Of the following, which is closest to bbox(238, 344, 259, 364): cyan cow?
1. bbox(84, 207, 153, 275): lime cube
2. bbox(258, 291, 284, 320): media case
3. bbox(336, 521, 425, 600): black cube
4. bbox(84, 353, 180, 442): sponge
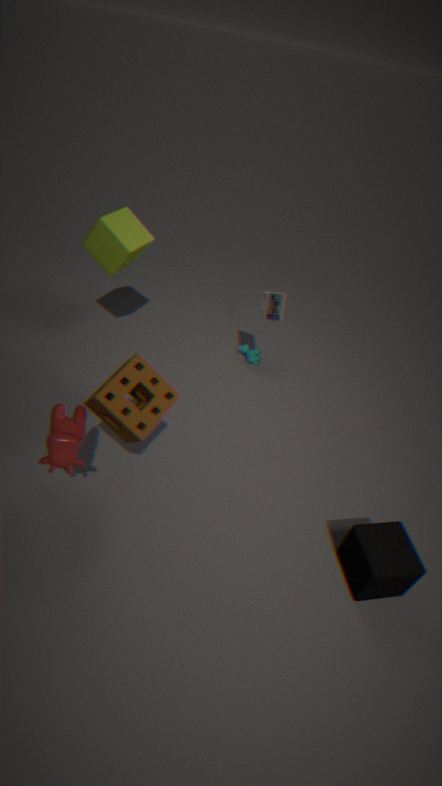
bbox(258, 291, 284, 320): media case
